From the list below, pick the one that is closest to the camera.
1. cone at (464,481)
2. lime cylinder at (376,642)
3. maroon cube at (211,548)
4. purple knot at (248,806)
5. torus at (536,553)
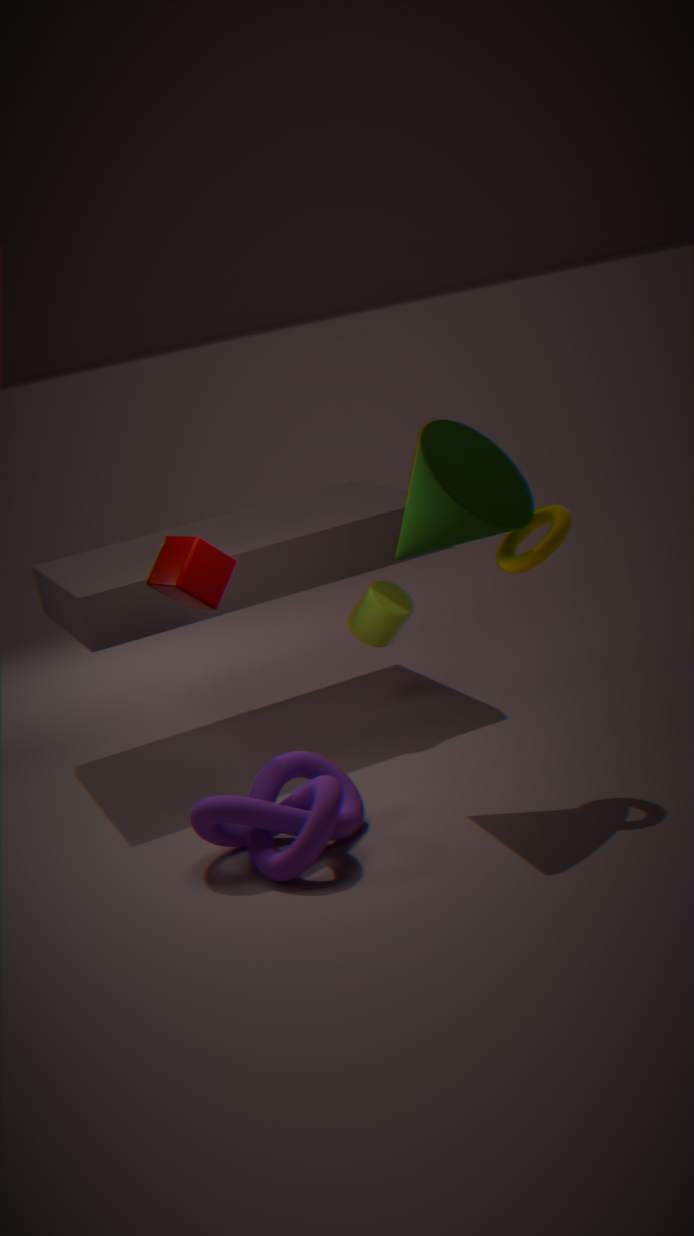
purple knot at (248,806)
